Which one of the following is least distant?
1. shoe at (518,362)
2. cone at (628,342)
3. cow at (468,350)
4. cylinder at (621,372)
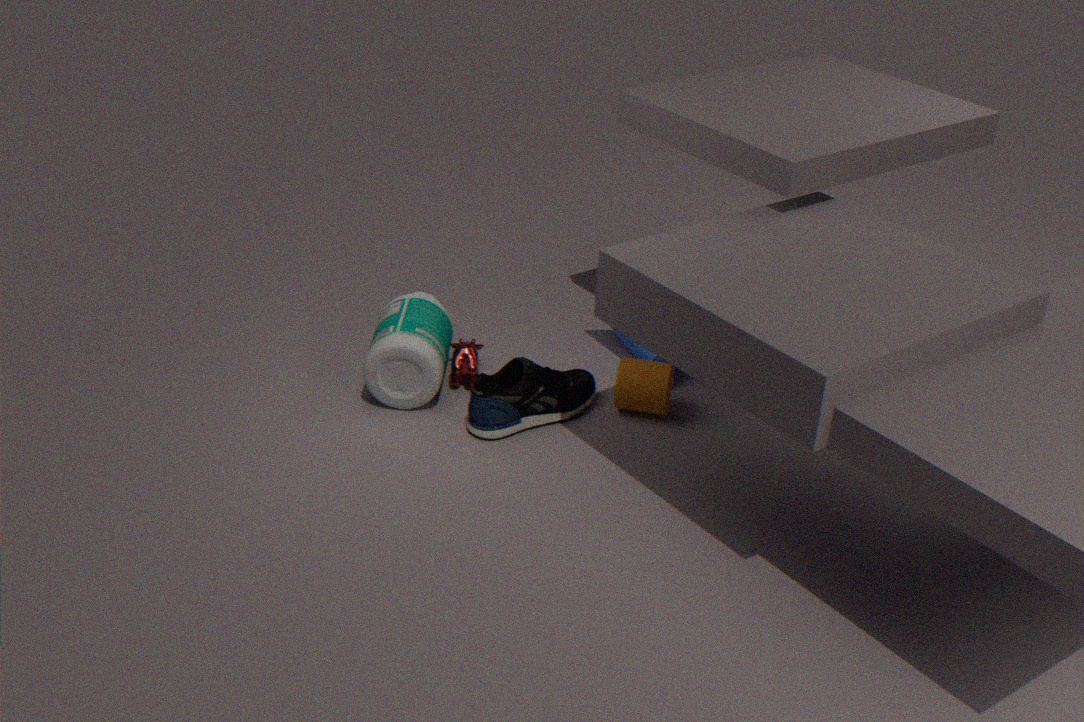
shoe at (518,362)
